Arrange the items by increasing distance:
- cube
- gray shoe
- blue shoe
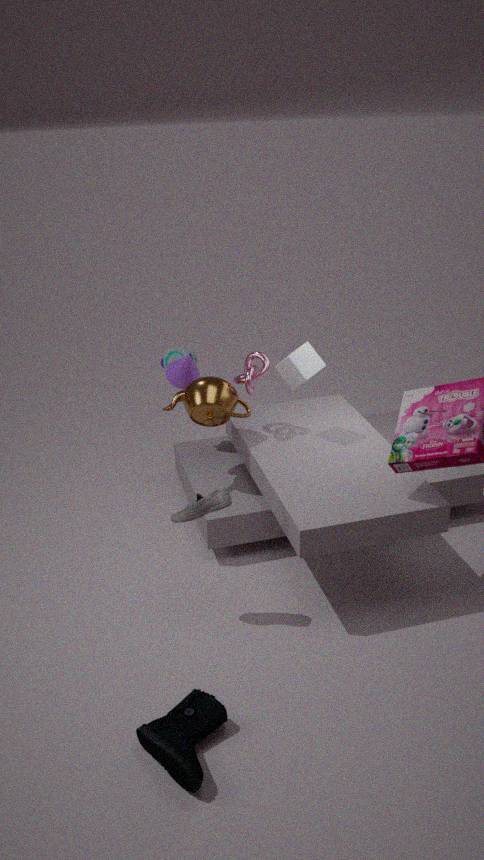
blue shoe, gray shoe, cube
